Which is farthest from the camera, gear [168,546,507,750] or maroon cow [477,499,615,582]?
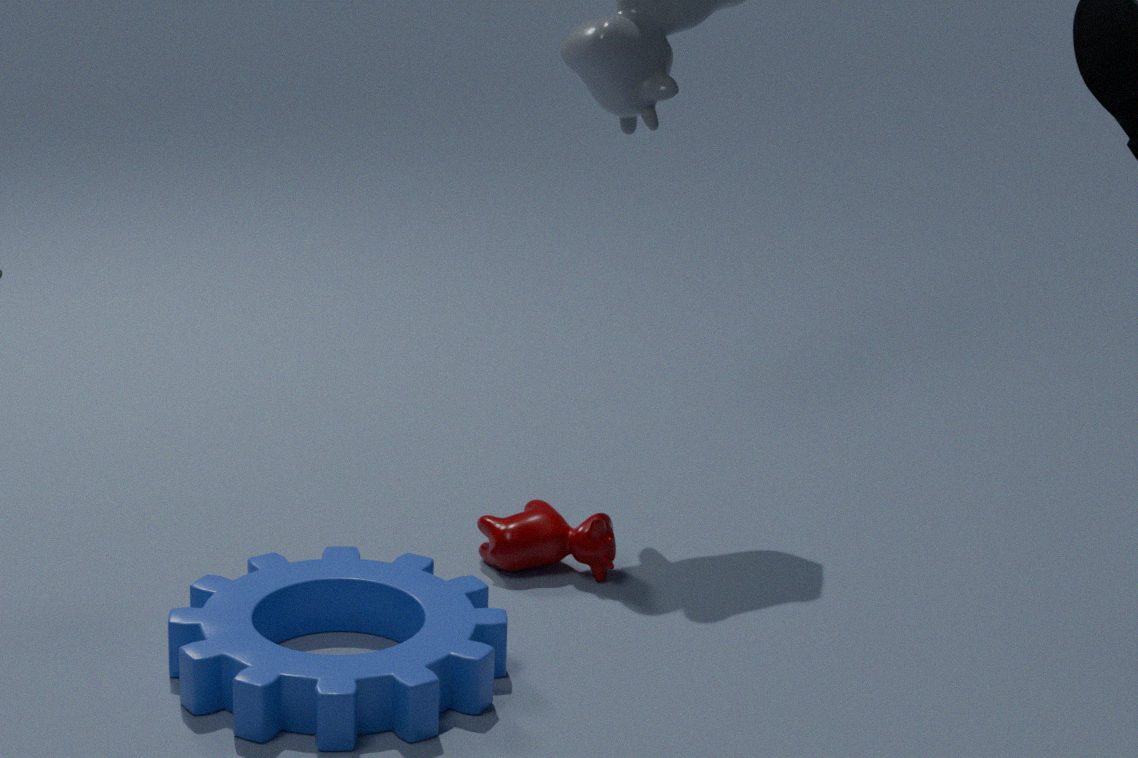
maroon cow [477,499,615,582]
